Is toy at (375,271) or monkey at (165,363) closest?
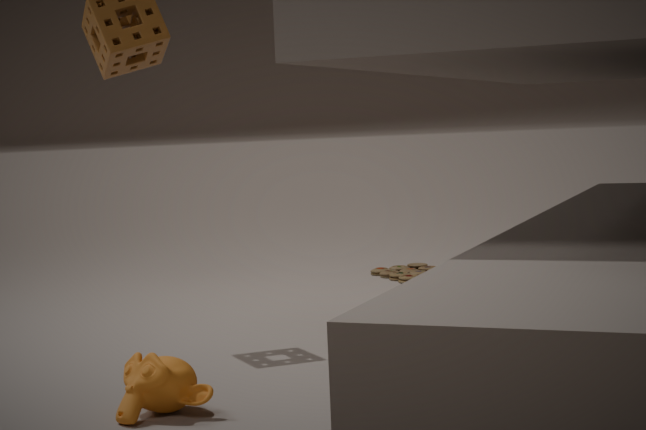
monkey at (165,363)
